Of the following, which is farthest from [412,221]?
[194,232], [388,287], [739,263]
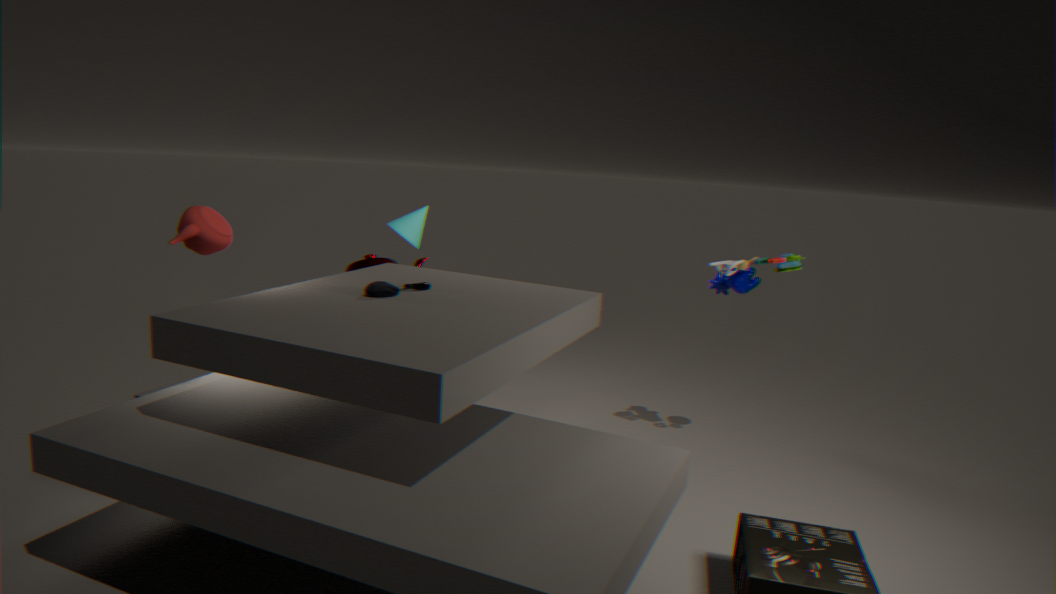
[739,263]
